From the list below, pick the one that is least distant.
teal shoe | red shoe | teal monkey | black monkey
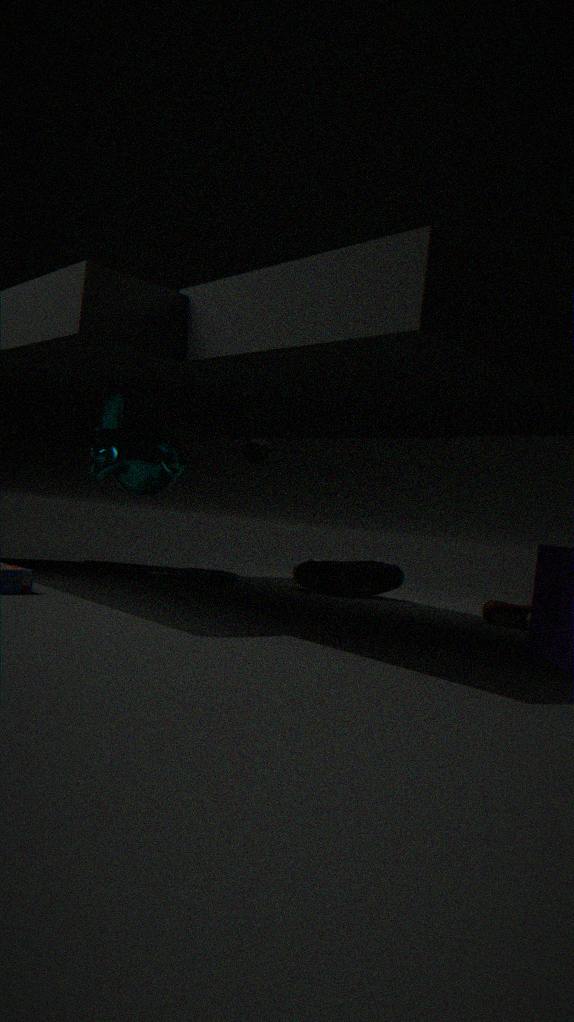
teal monkey
